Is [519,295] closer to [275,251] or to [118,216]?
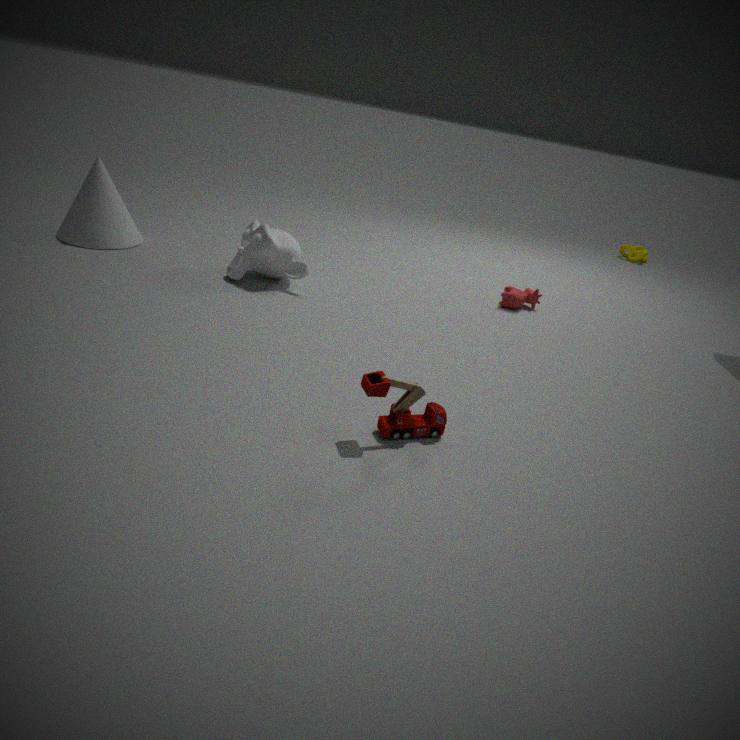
[275,251]
